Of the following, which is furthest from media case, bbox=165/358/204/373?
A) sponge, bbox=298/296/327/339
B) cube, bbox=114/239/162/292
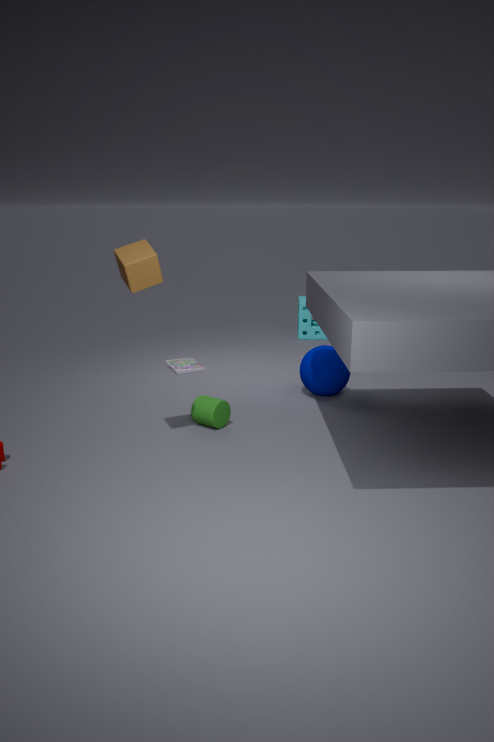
cube, bbox=114/239/162/292
